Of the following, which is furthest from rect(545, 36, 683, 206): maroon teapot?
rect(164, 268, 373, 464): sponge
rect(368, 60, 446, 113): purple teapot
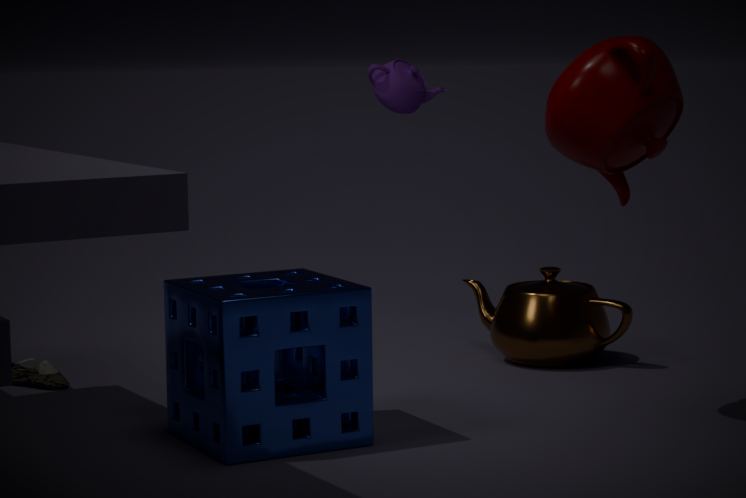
rect(368, 60, 446, 113): purple teapot
